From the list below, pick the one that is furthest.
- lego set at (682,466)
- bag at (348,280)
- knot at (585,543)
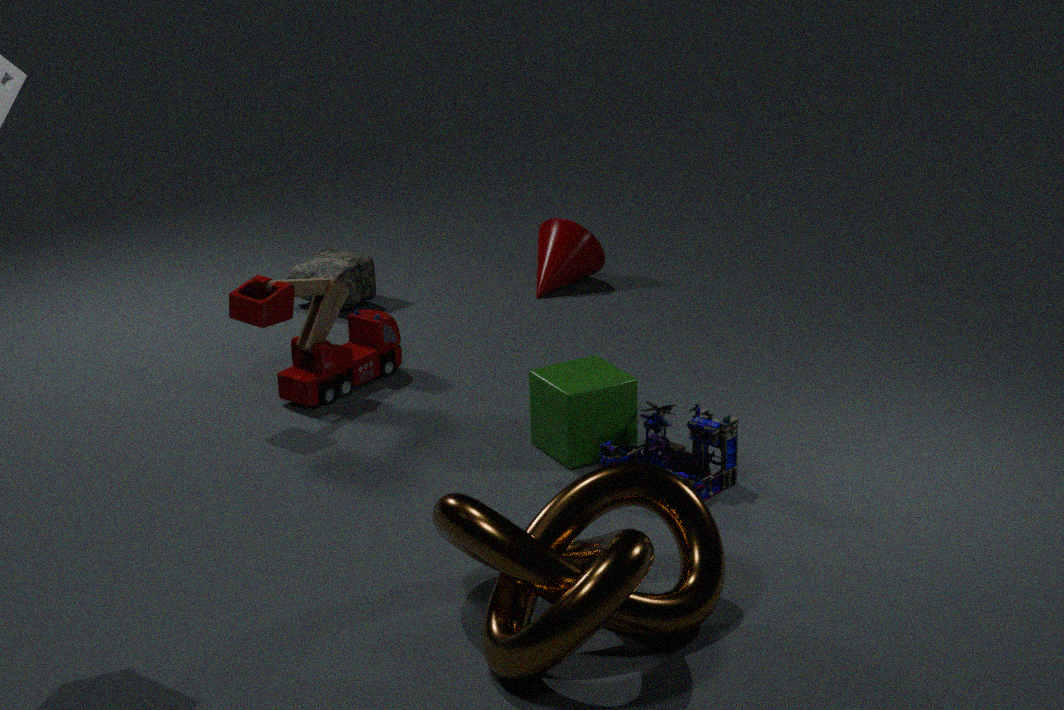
bag at (348,280)
